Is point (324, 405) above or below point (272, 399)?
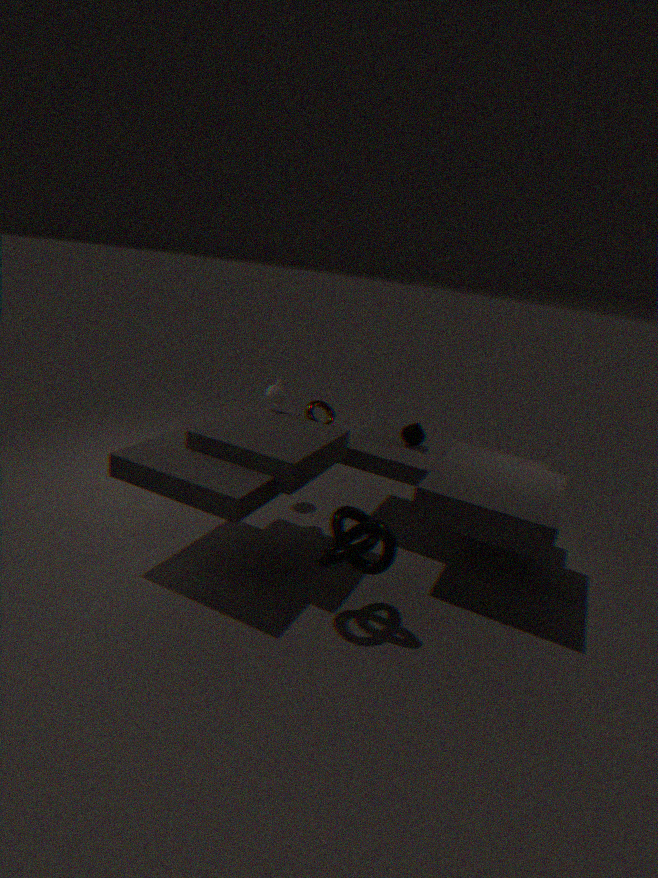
below
